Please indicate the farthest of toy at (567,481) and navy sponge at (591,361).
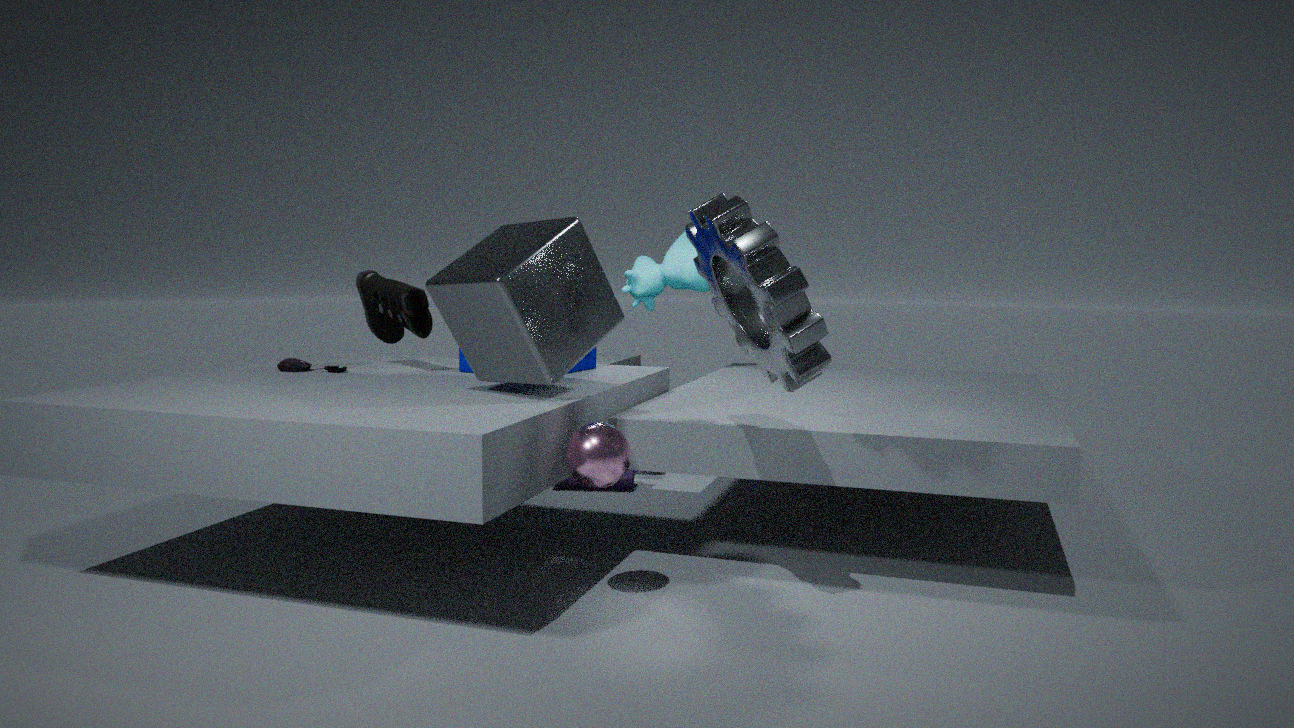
toy at (567,481)
